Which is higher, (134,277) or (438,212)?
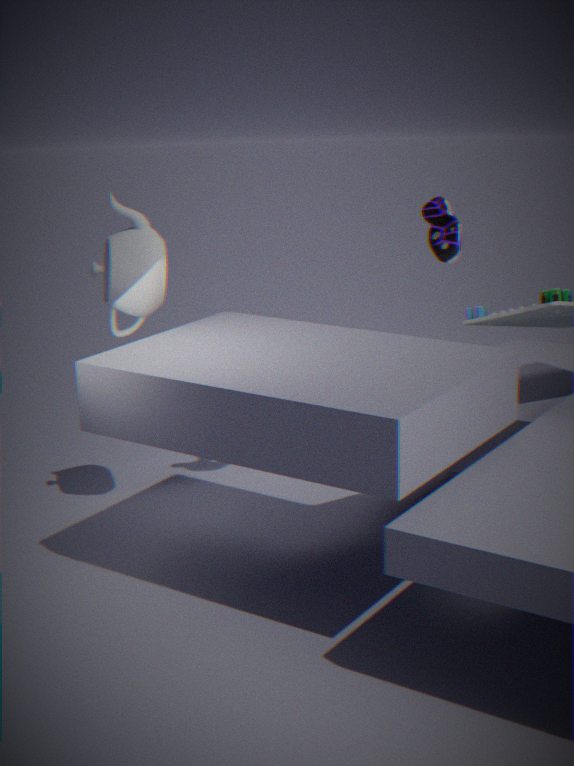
(438,212)
